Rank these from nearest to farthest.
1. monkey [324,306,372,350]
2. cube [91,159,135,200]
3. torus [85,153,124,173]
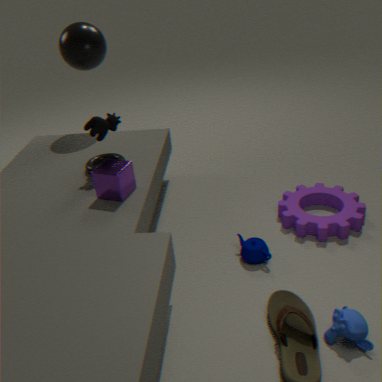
monkey [324,306,372,350]
cube [91,159,135,200]
torus [85,153,124,173]
